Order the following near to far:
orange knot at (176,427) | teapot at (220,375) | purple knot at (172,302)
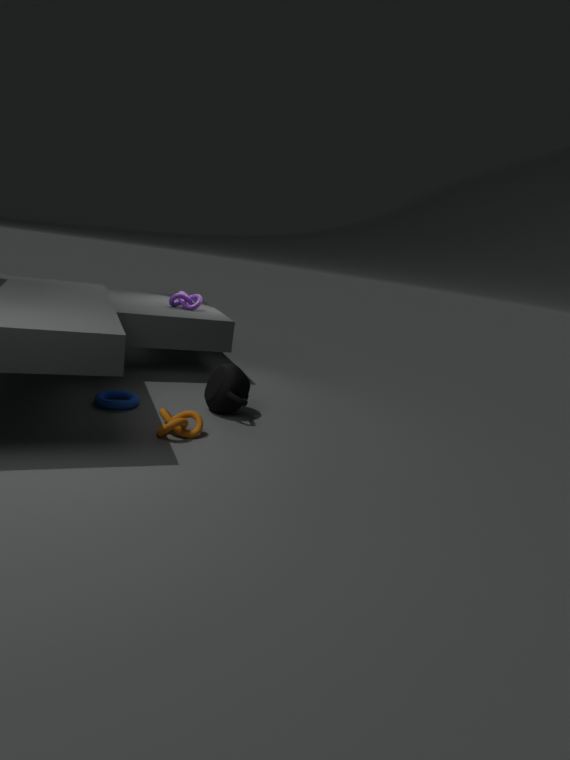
orange knot at (176,427)
teapot at (220,375)
purple knot at (172,302)
